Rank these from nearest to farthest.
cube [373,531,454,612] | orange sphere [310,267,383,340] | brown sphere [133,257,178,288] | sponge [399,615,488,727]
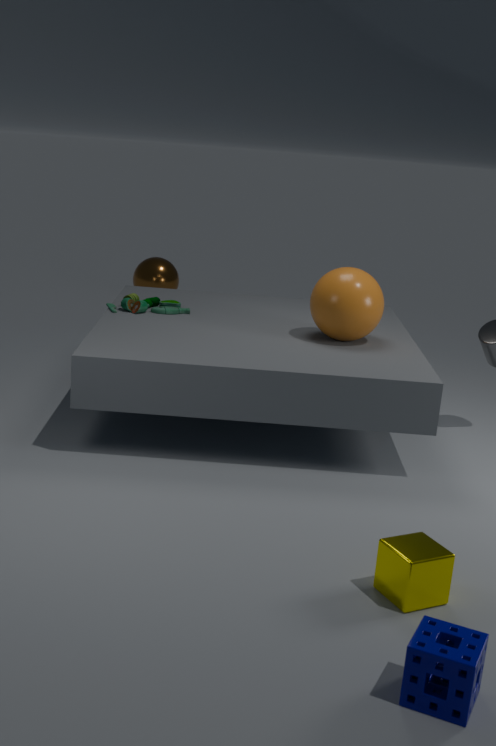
1. sponge [399,615,488,727]
2. cube [373,531,454,612]
3. orange sphere [310,267,383,340]
4. brown sphere [133,257,178,288]
